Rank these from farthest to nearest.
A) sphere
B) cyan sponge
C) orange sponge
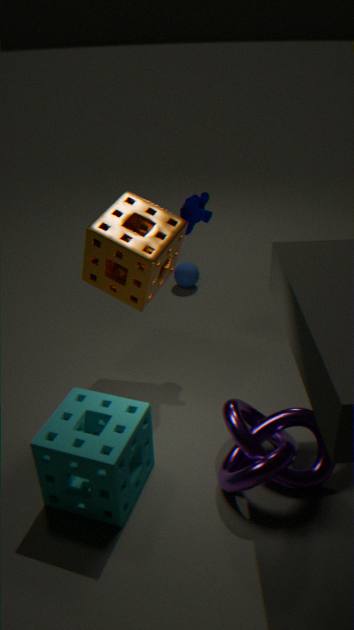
A. sphere → C. orange sponge → B. cyan sponge
